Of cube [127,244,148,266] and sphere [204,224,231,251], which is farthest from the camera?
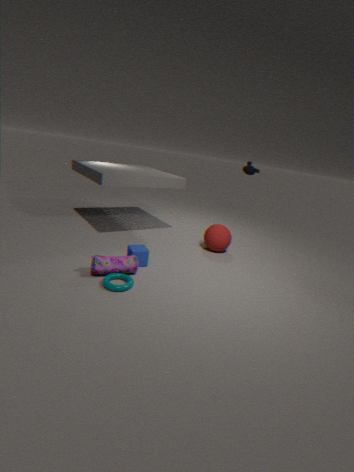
sphere [204,224,231,251]
